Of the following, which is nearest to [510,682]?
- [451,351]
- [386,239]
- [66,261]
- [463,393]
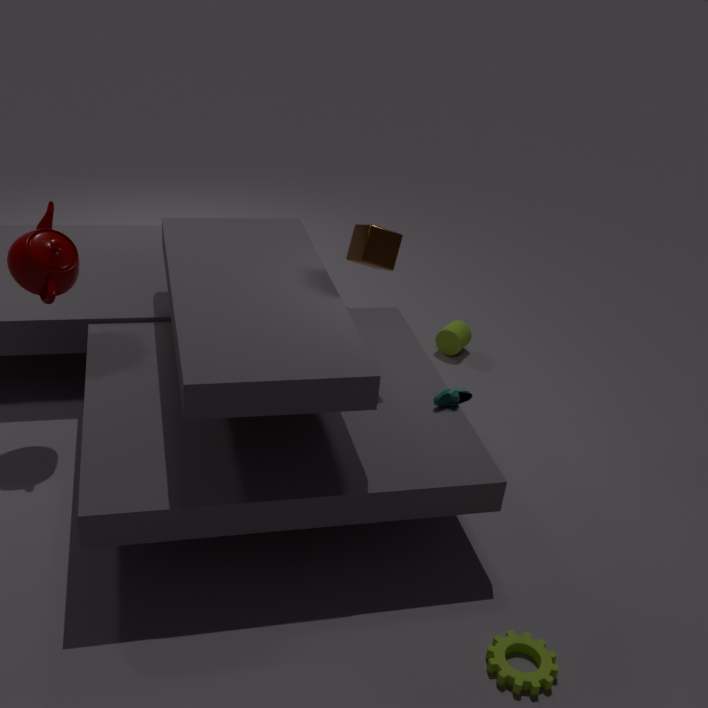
[463,393]
